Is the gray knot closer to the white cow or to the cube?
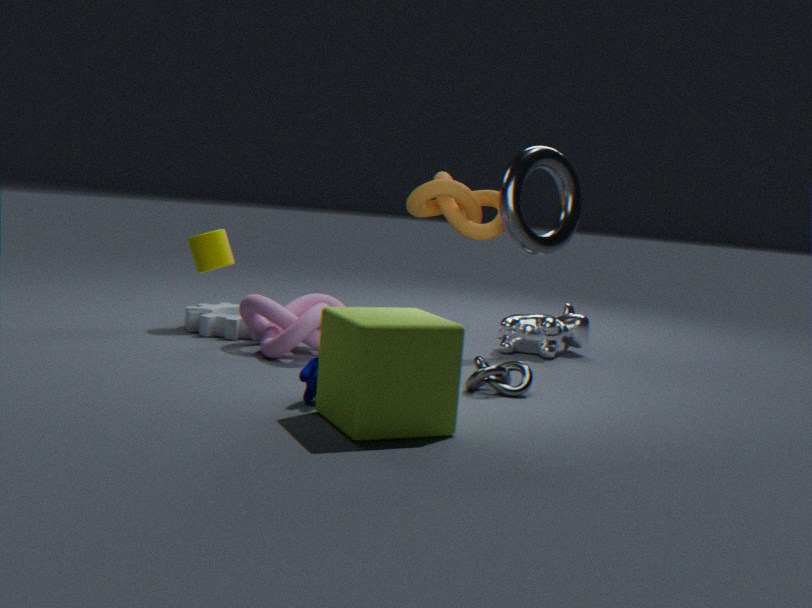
the cube
